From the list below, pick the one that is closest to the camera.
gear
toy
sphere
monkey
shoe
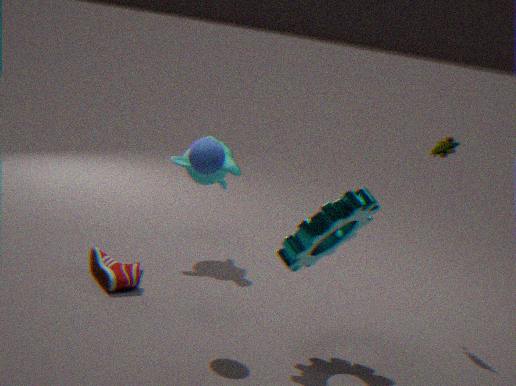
gear
